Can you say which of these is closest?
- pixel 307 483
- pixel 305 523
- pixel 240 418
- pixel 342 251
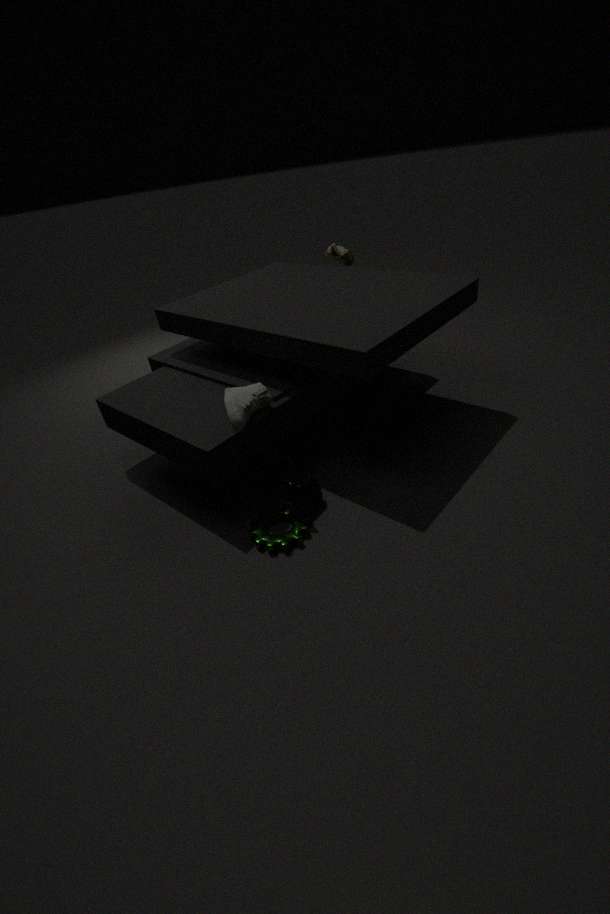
pixel 240 418
